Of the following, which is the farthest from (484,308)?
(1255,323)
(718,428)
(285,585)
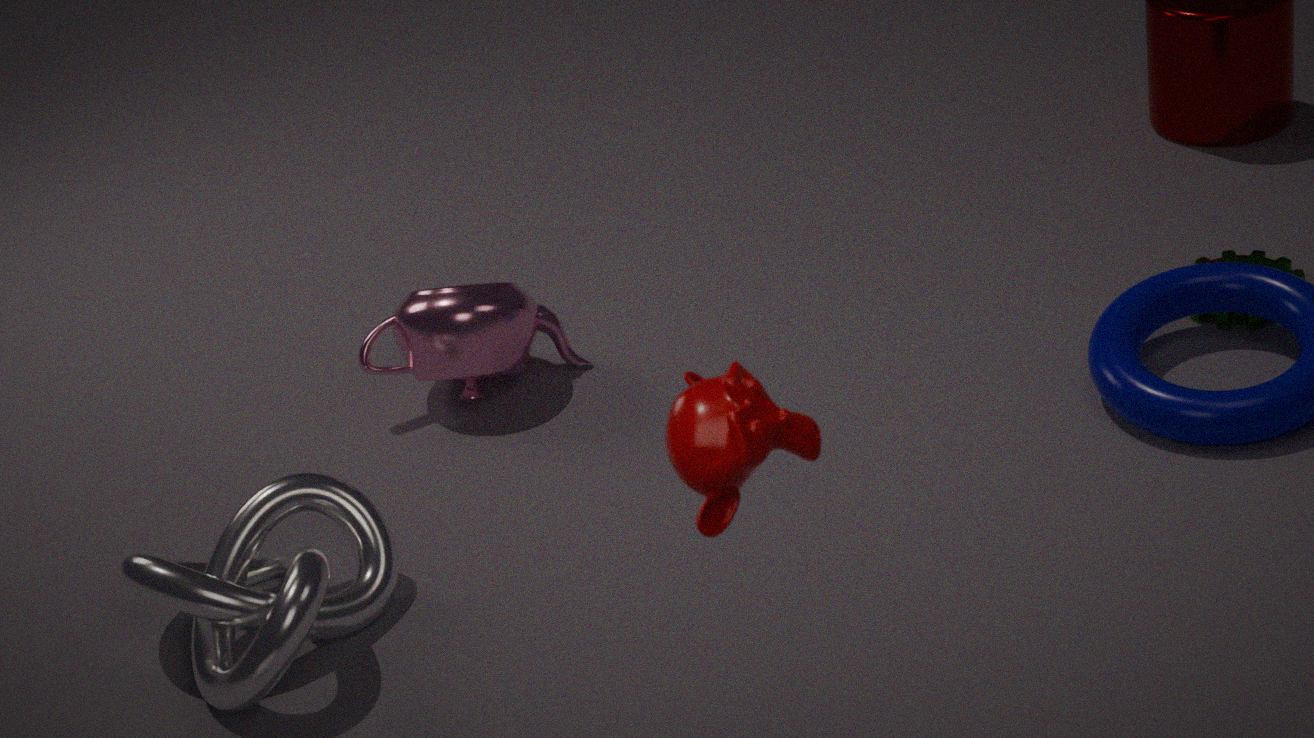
(718,428)
